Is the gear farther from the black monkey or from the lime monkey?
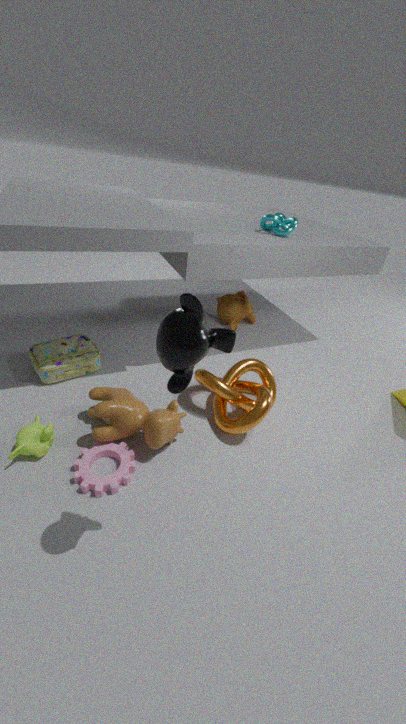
the black monkey
